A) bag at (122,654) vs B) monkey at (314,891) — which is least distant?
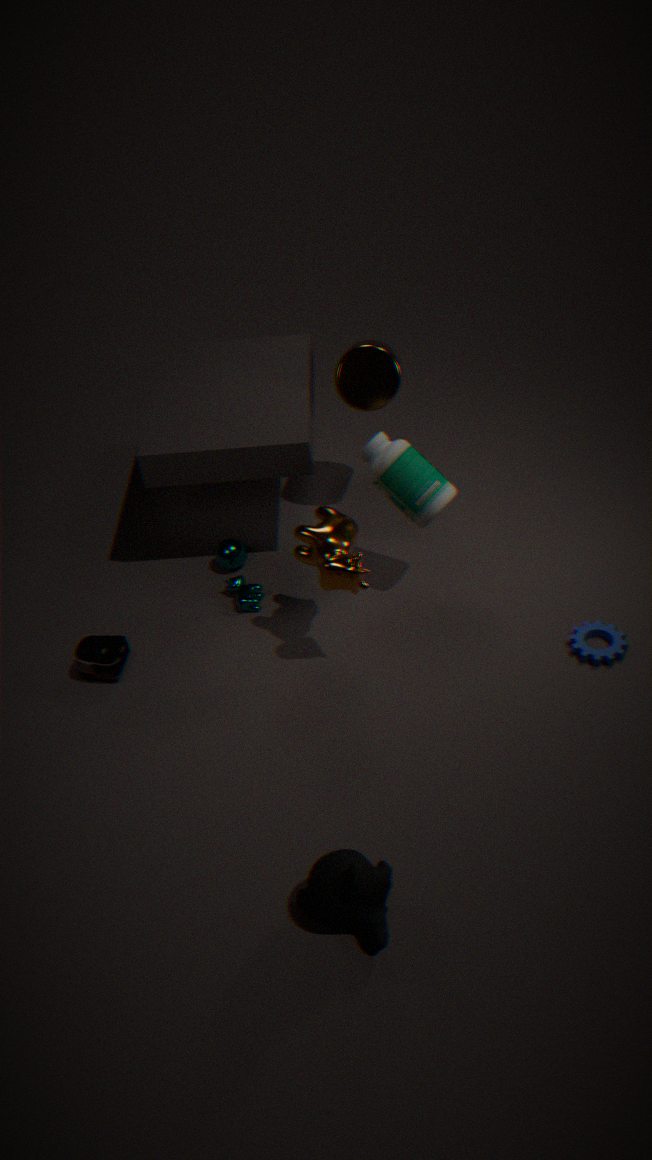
B. monkey at (314,891)
